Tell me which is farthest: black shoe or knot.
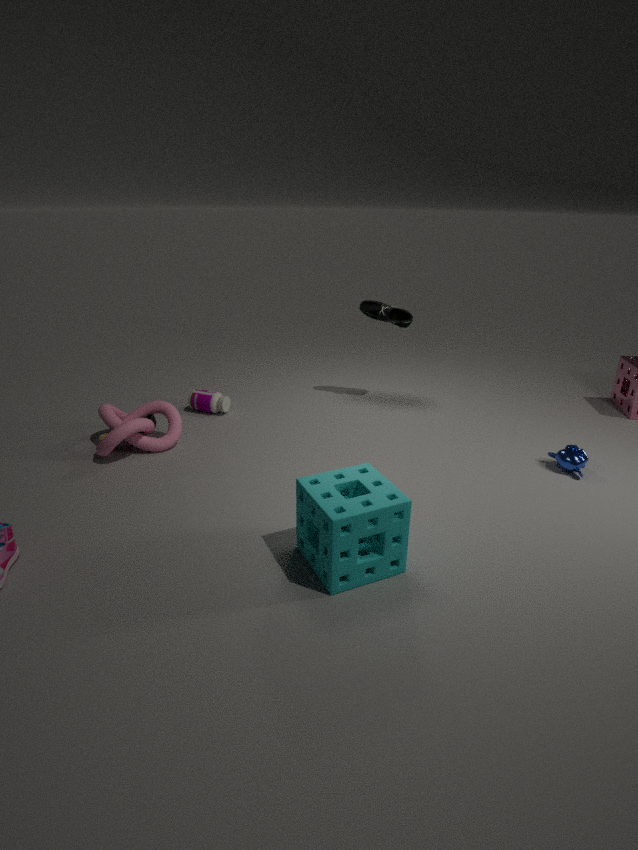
black shoe
